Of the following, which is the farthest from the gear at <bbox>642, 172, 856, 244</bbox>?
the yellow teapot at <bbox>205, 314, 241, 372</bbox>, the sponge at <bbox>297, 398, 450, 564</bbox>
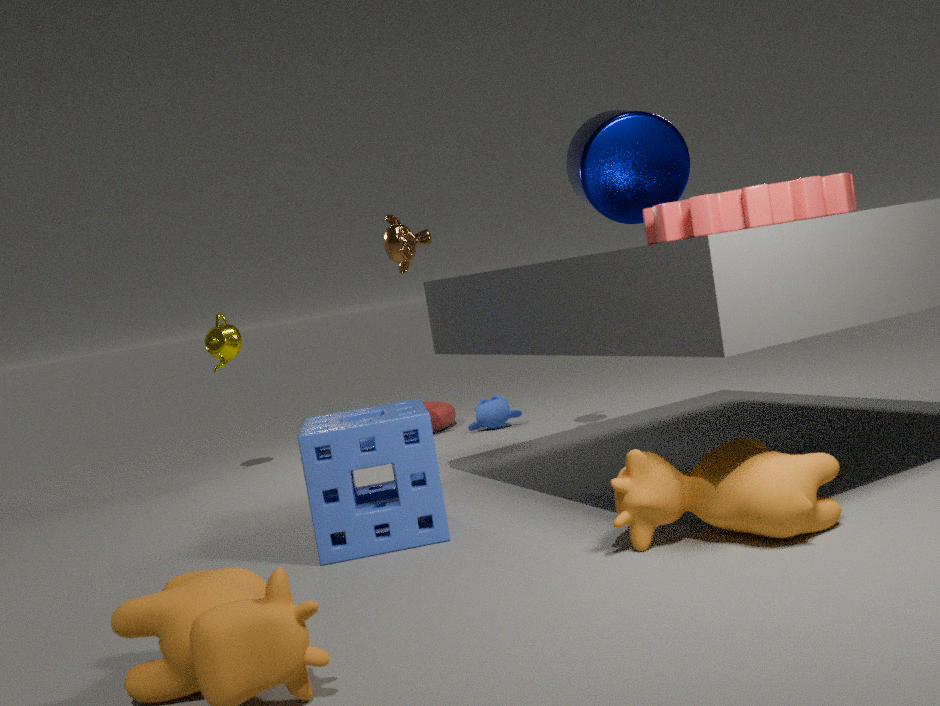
the yellow teapot at <bbox>205, 314, 241, 372</bbox>
